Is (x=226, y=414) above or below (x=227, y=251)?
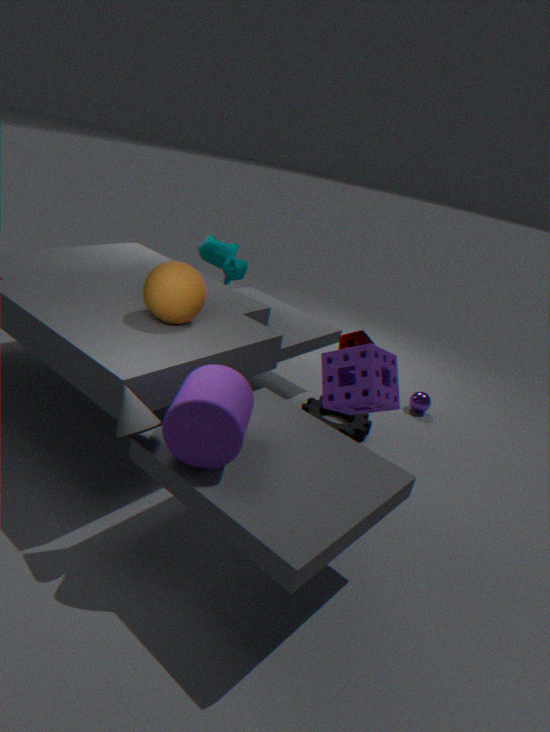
below
